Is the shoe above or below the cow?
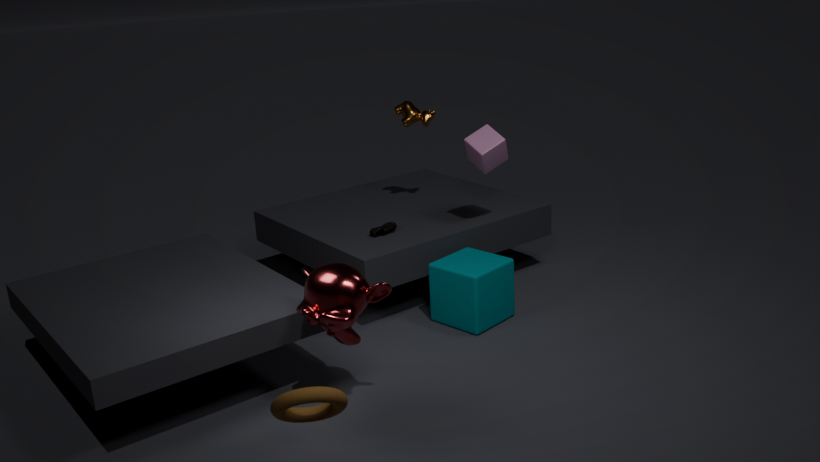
below
